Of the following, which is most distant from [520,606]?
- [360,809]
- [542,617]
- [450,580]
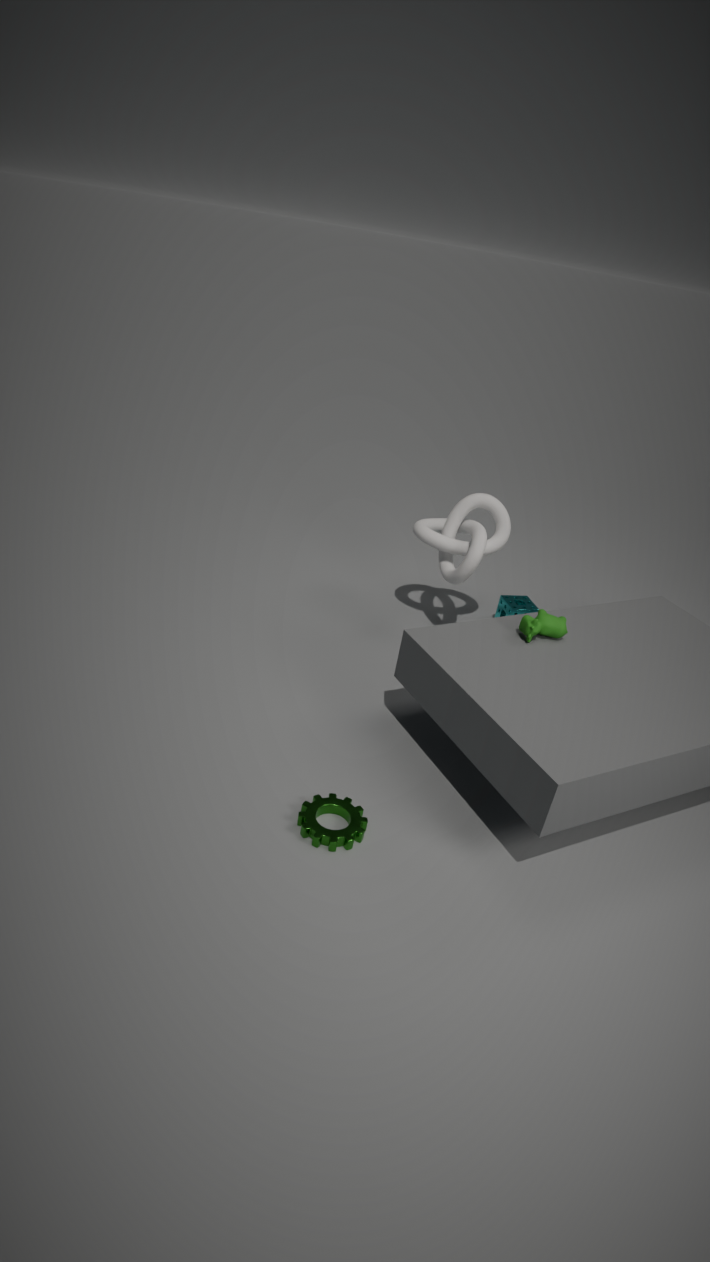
[360,809]
